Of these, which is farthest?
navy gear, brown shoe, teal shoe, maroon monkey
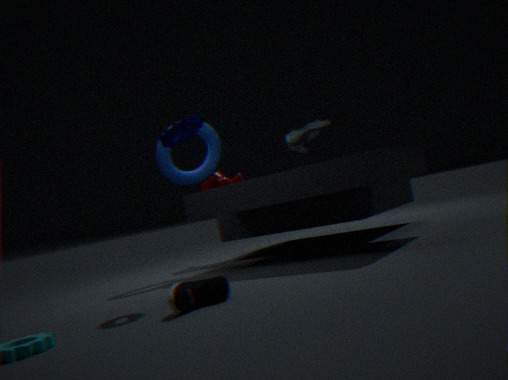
maroon monkey
